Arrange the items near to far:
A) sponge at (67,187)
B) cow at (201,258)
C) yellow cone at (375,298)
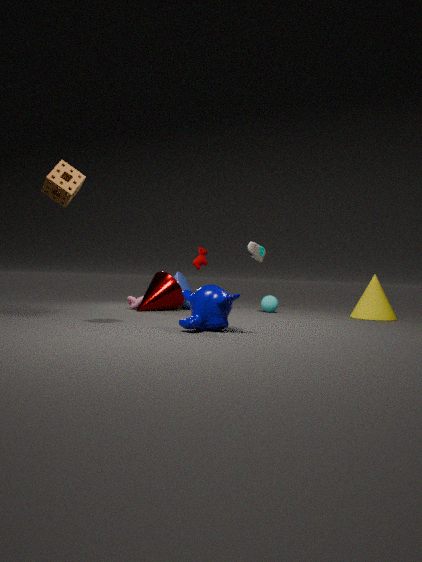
sponge at (67,187) → yellow cone at (375,298) → cow at (201,258)
